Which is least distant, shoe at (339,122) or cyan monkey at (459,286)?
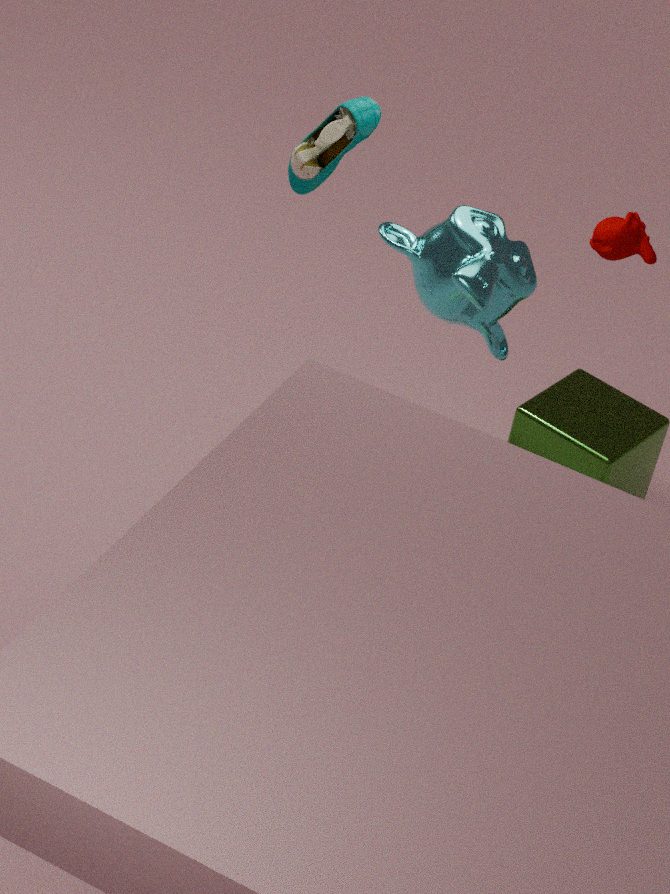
cyan monkey at (459,286)
